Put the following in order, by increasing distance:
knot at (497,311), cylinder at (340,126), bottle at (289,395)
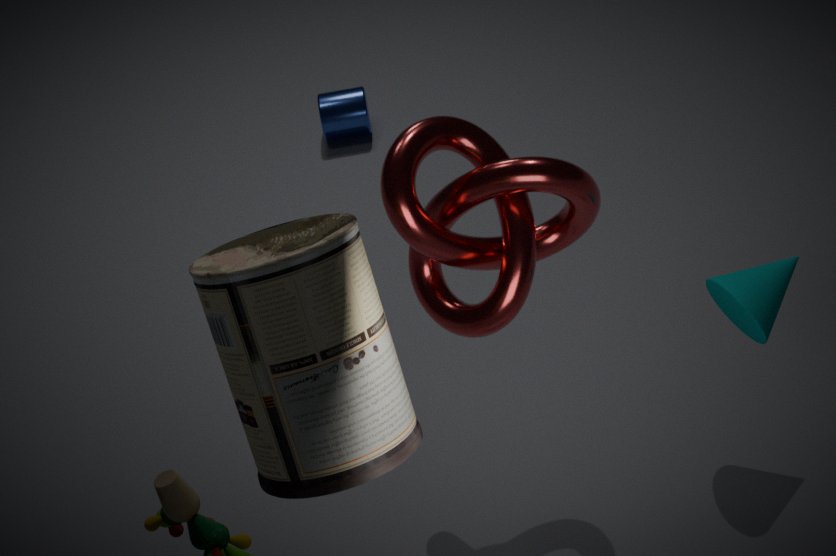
bottle at (289,395), knot at (497,311), cylinder at (340,126)
